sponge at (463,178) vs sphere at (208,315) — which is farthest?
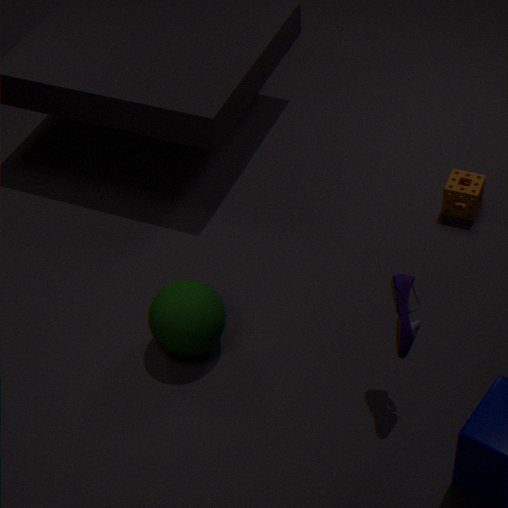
sponge at (463,178)
